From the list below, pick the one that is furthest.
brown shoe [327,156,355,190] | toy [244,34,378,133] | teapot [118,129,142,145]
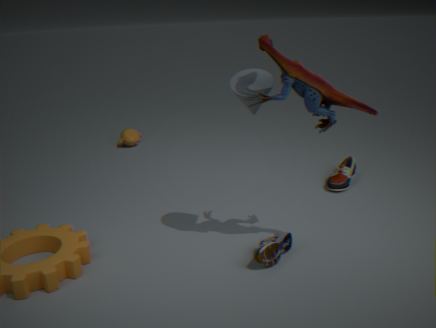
teapot [118,129,142,145]
